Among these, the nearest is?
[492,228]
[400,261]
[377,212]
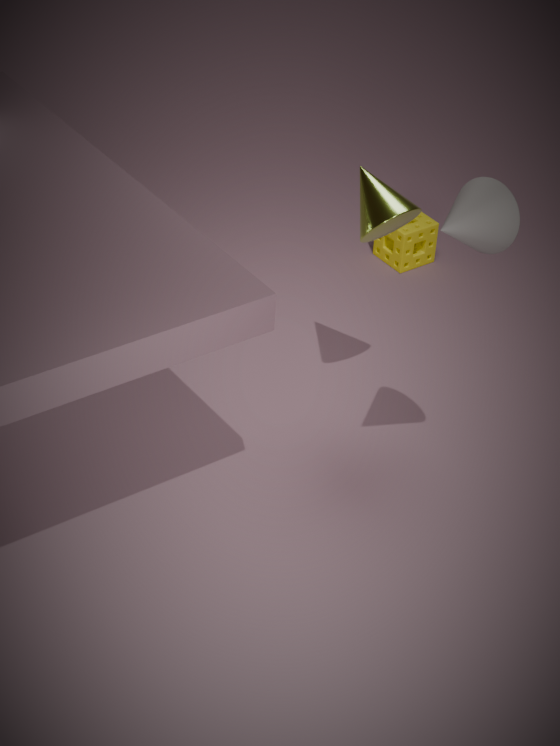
[492,228]
